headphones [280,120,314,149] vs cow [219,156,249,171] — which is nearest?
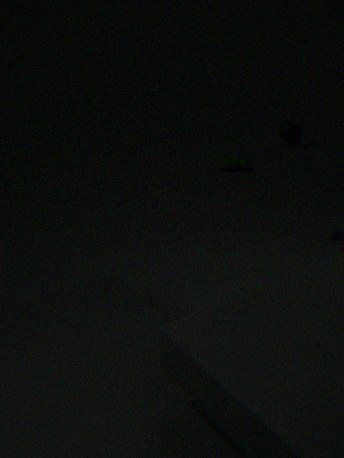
headphones [280,120,314,149]
